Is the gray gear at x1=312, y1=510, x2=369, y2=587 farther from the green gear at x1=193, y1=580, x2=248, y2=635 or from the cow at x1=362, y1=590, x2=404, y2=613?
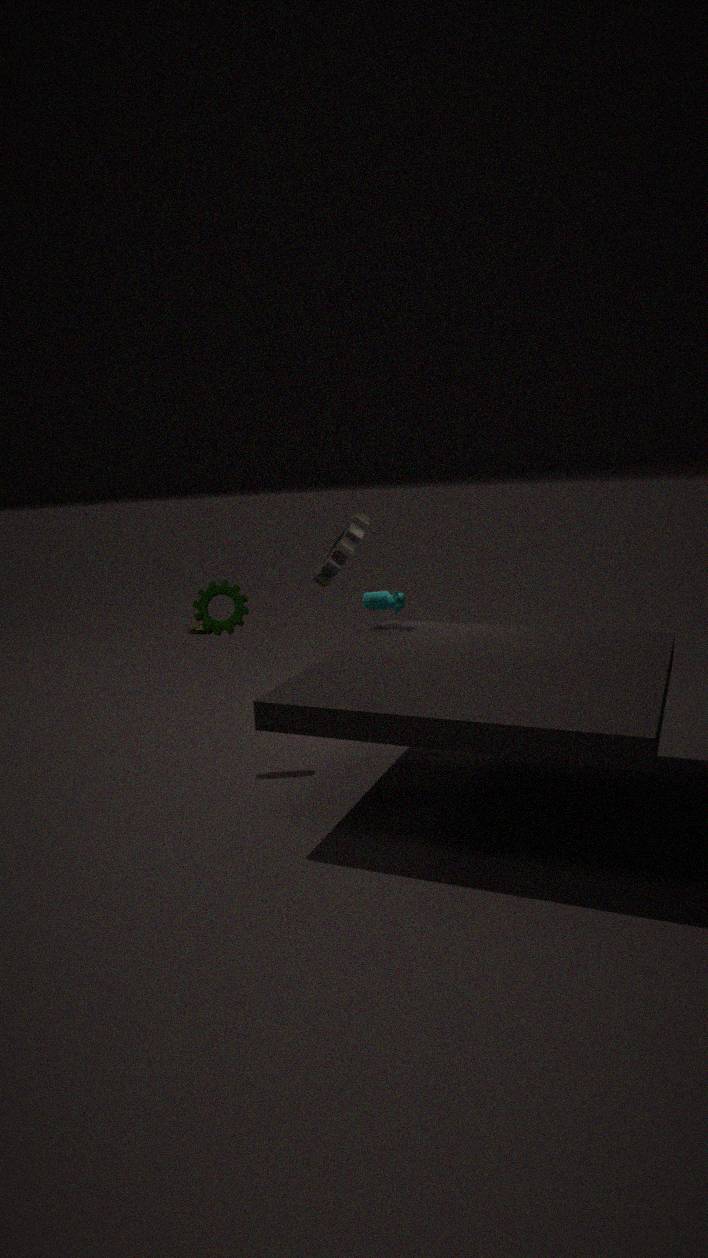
the green gear at x1=193, y1=580, x2=248, y2=635
